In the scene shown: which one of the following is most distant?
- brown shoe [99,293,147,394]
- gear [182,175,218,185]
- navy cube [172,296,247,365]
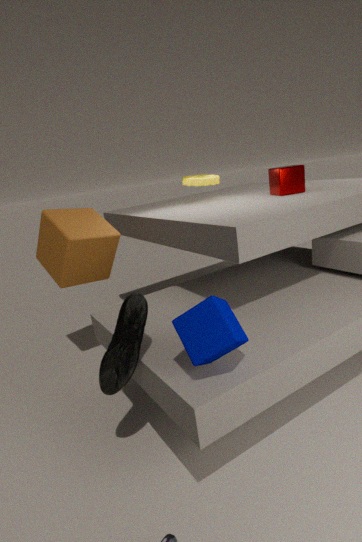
gear [182,175,218,185]
